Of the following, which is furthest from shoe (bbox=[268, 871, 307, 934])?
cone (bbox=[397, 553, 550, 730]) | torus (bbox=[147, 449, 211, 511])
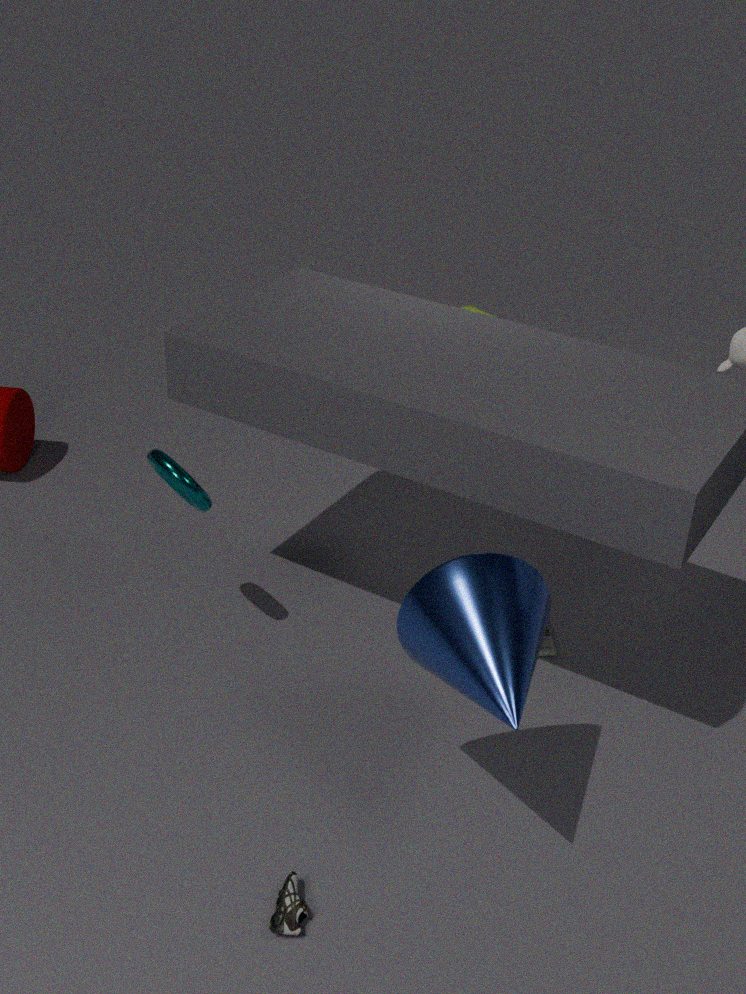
torus (bbox=[147, 449, 211, 511])
